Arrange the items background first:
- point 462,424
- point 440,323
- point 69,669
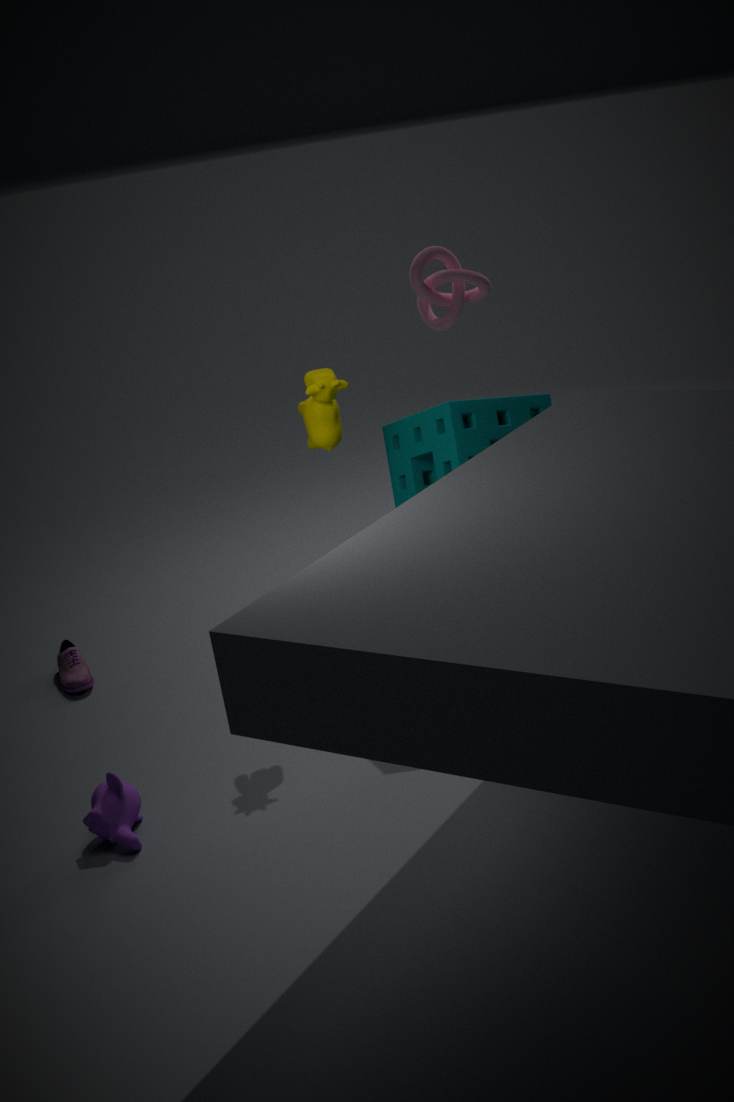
point 69,669 < point 440,323 < point 462,424
